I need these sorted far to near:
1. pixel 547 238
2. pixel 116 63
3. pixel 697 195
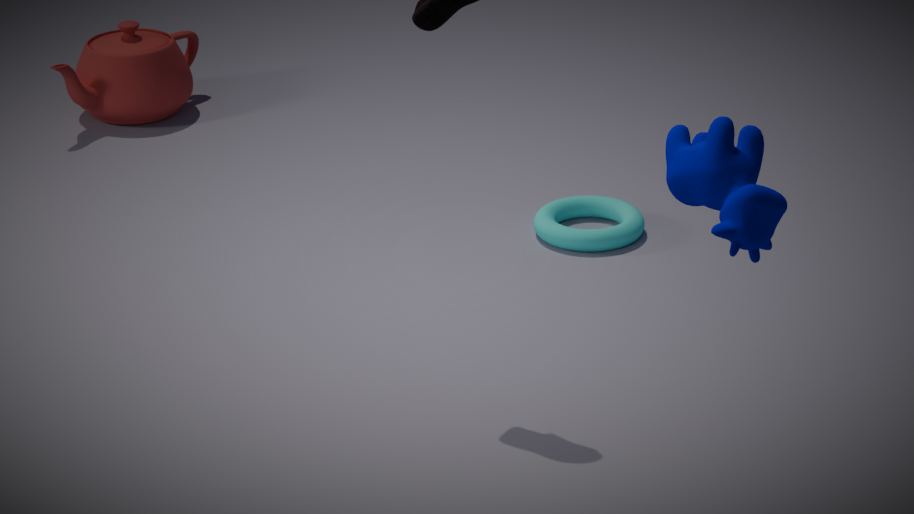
pixel 116 63
pixel 547 238
pixel 697 195
